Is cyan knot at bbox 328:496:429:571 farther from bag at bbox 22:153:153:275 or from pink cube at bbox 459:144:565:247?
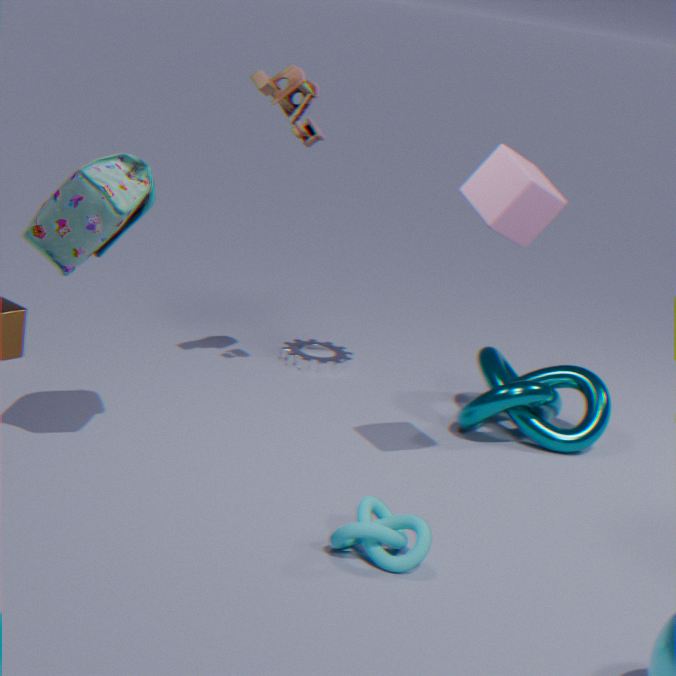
bag at bbox 22:153:153:275
